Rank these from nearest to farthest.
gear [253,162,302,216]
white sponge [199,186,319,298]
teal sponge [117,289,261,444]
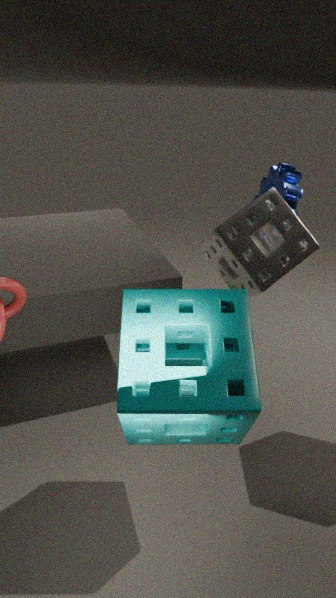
teal sponge [117,289,261,444]
white sponge [199,186,319,298]
gear [253,162,302,216]
